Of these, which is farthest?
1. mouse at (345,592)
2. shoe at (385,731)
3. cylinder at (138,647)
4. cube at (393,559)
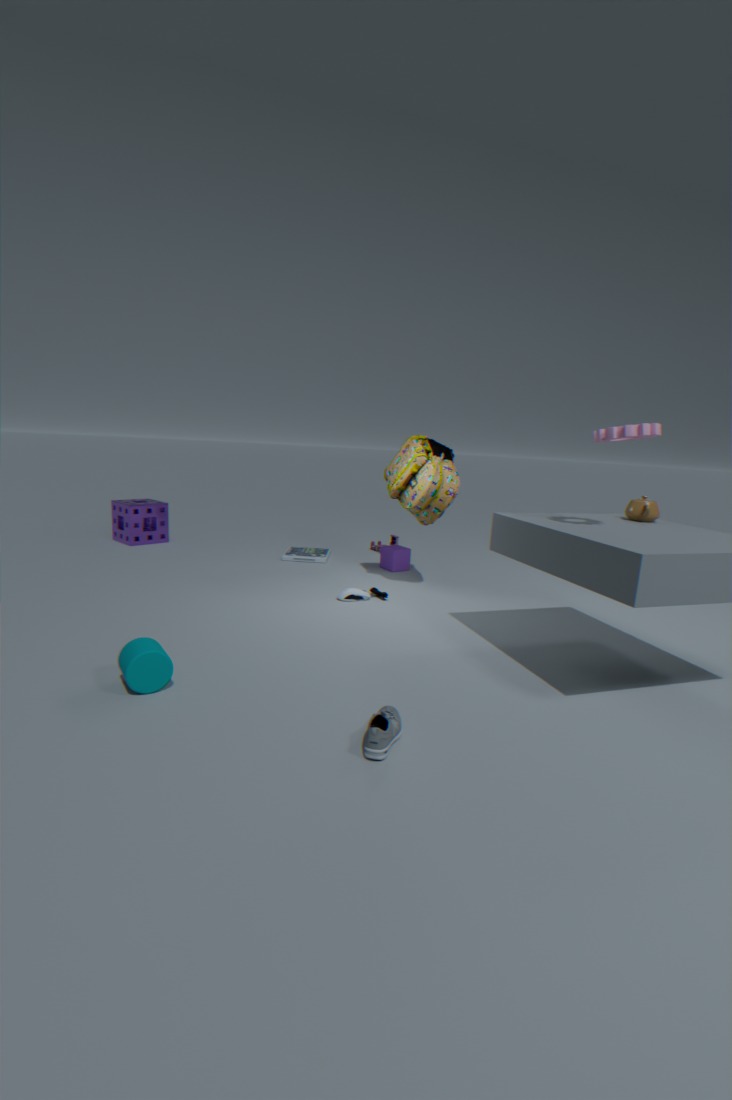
cube at (393,559)
